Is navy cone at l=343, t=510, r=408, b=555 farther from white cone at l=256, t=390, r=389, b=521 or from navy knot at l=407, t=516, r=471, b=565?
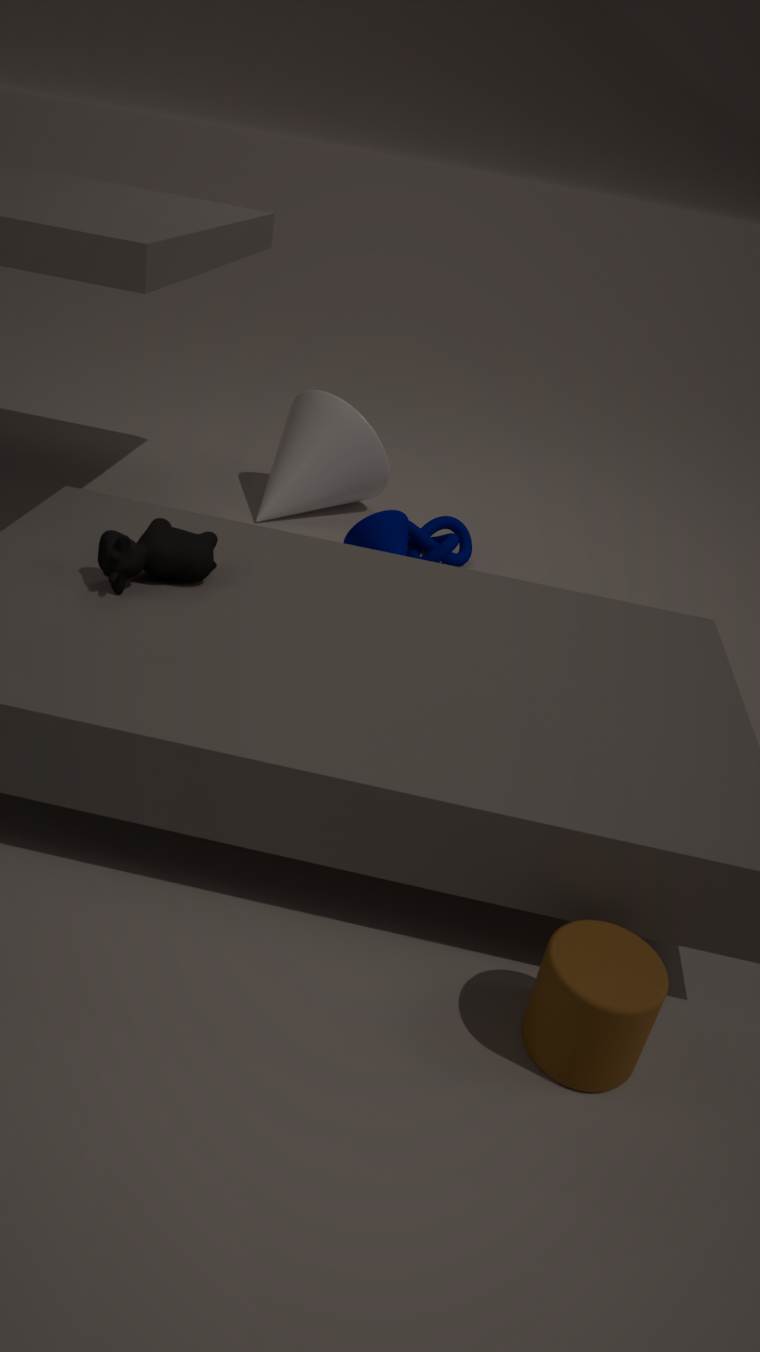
white cone at l=256, t=390, r=389, b=521
